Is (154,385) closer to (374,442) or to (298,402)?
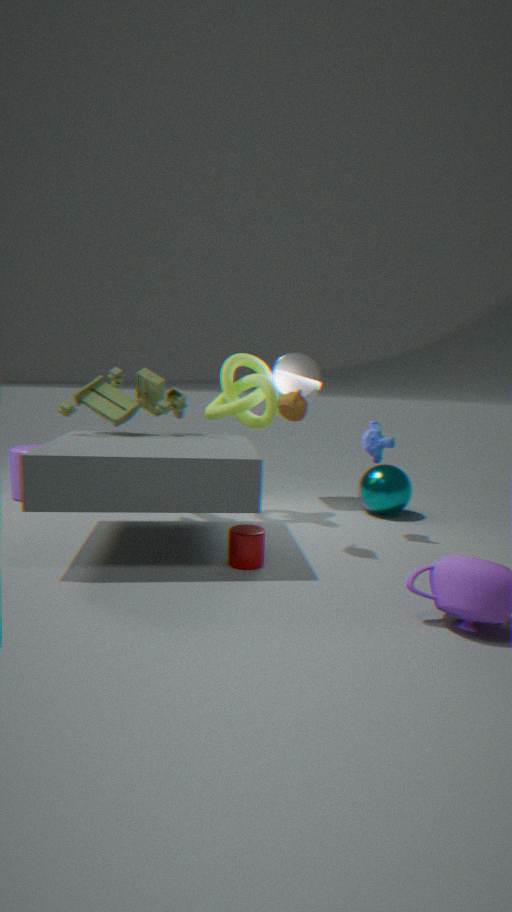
(298,402)
